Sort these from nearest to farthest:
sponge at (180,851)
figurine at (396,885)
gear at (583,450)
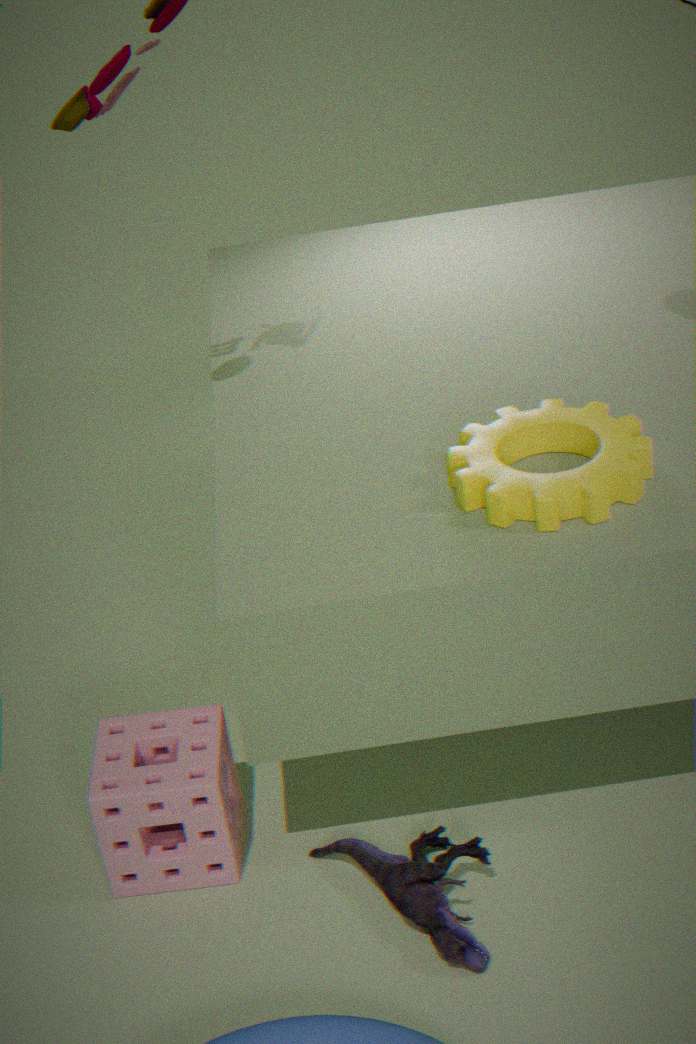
figurine at (396,885) < gear at (583,450) < sponge at (180,851)
